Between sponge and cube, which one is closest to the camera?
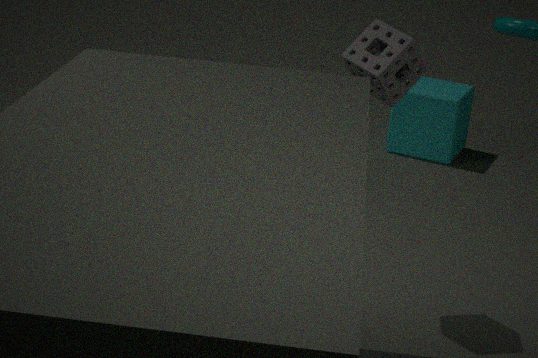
sponge
